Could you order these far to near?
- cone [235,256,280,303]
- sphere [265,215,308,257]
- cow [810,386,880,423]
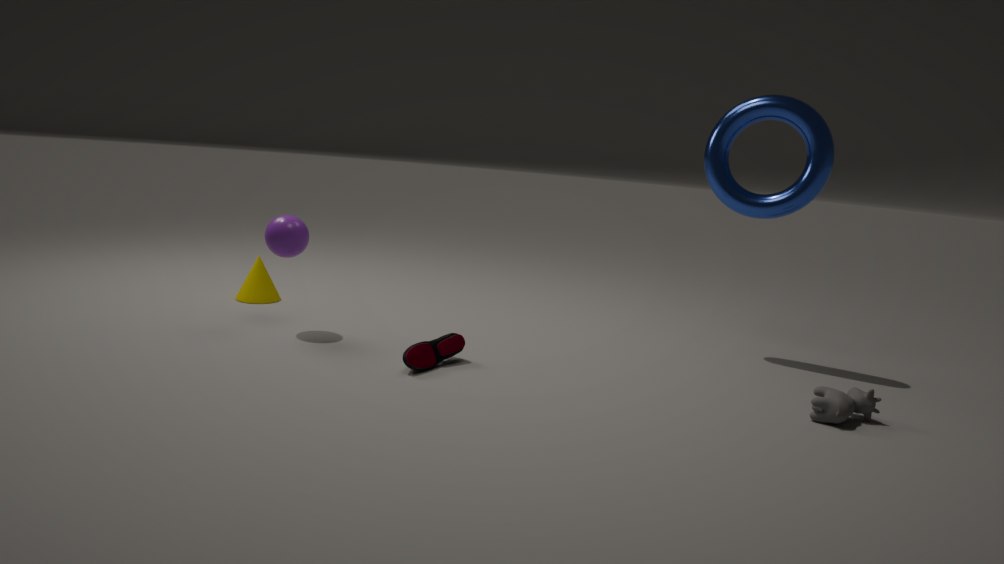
1. cone [235,256,280,303]
2. sphere [265,215,308,257]
3. cow [810,386,880,423]
